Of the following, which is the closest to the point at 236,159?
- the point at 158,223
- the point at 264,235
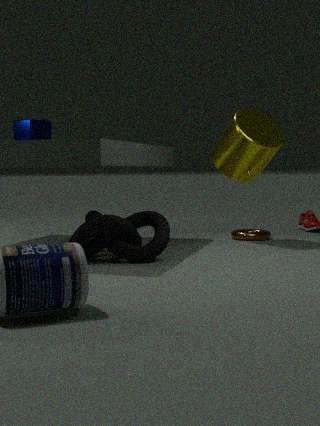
the point at 264,235
